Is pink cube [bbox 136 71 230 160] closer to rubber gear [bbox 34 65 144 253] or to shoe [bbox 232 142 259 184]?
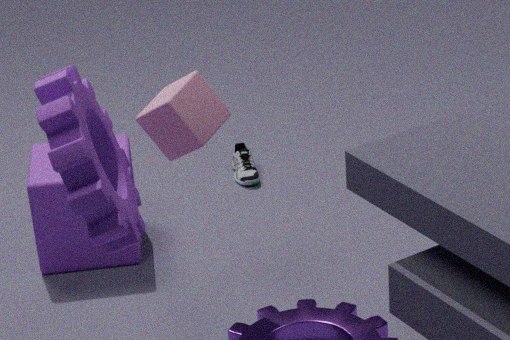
rubber gear [bbox 34 65 144 253]
